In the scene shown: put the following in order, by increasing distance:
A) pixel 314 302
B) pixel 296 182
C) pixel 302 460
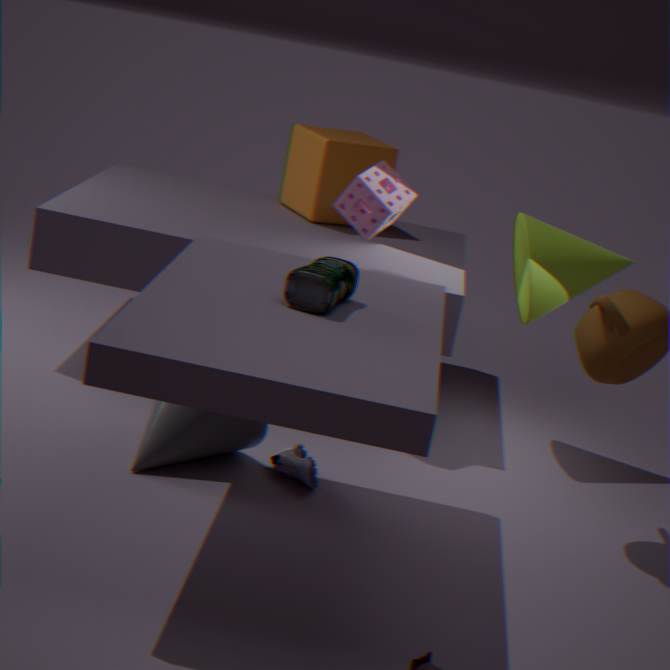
A. pixel 314 302 < C. pixel 302 460 < B. pixel 296 182
